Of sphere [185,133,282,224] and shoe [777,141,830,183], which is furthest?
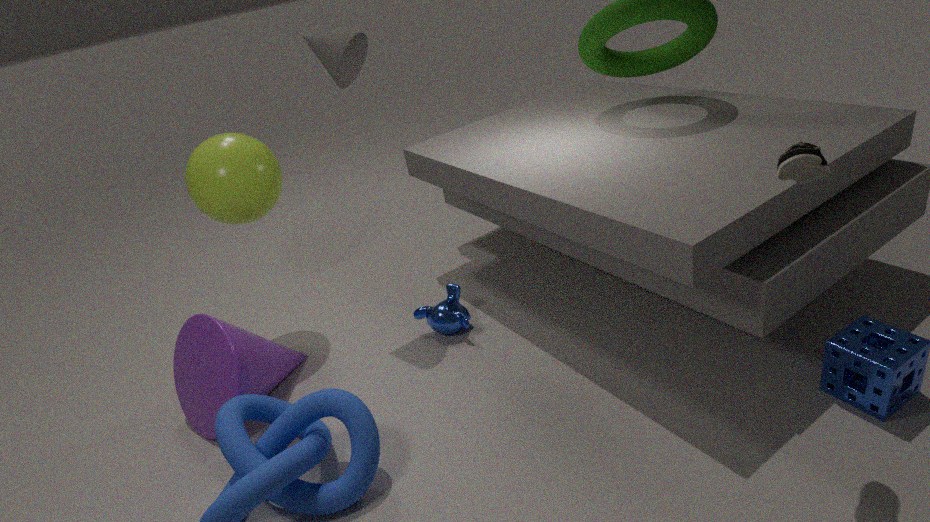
sphere [185,133,282,224]
